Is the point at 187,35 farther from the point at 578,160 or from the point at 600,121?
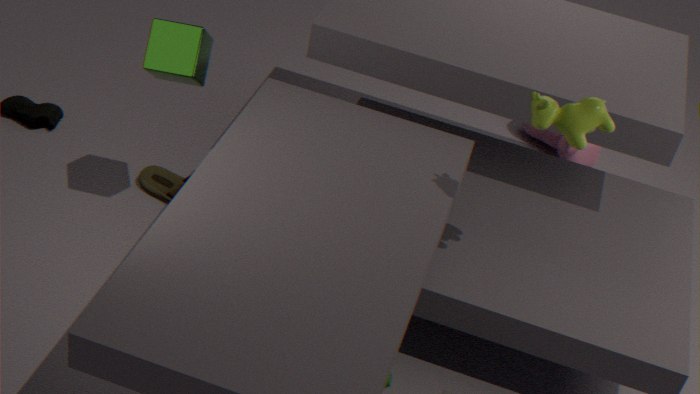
the point at 578,160
